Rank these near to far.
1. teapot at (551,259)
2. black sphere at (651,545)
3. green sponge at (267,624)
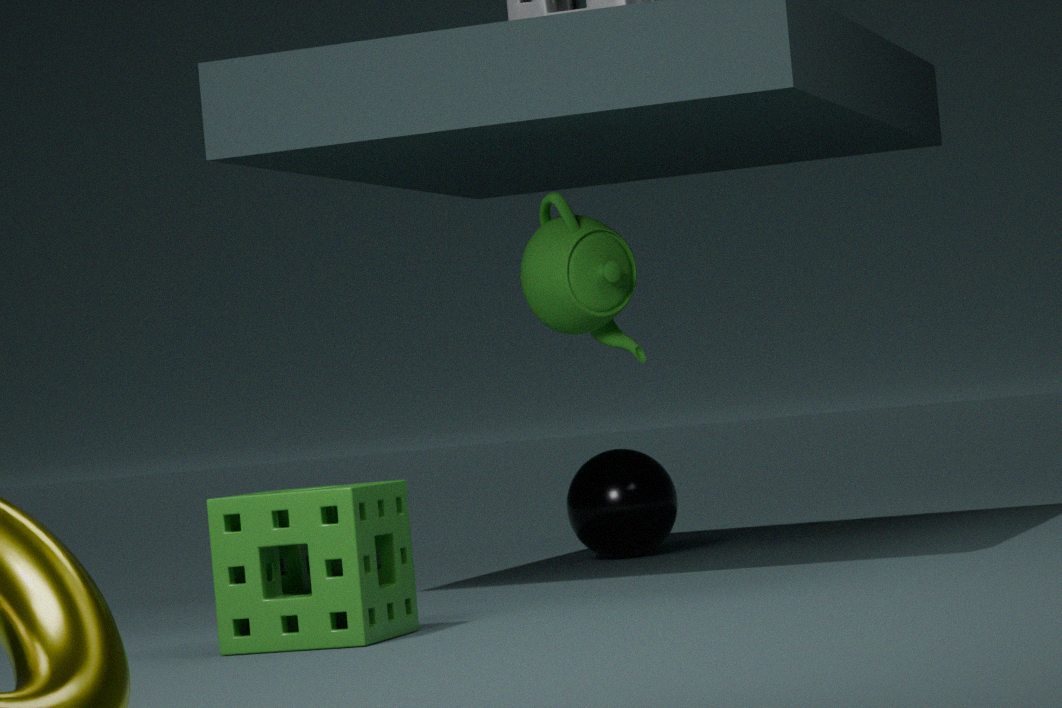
green sponge at (267,624), teapot at (551,259), black sphere at (651,545)
